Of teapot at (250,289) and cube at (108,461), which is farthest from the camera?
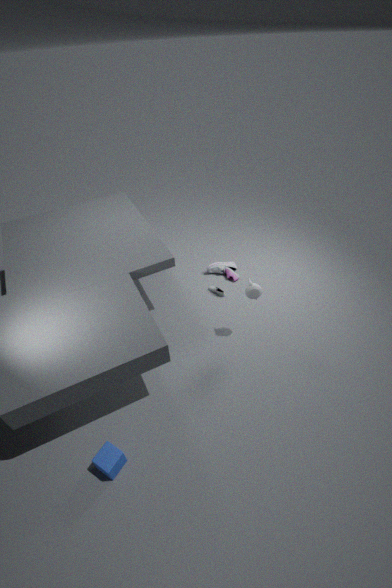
teapot at (250,289)
